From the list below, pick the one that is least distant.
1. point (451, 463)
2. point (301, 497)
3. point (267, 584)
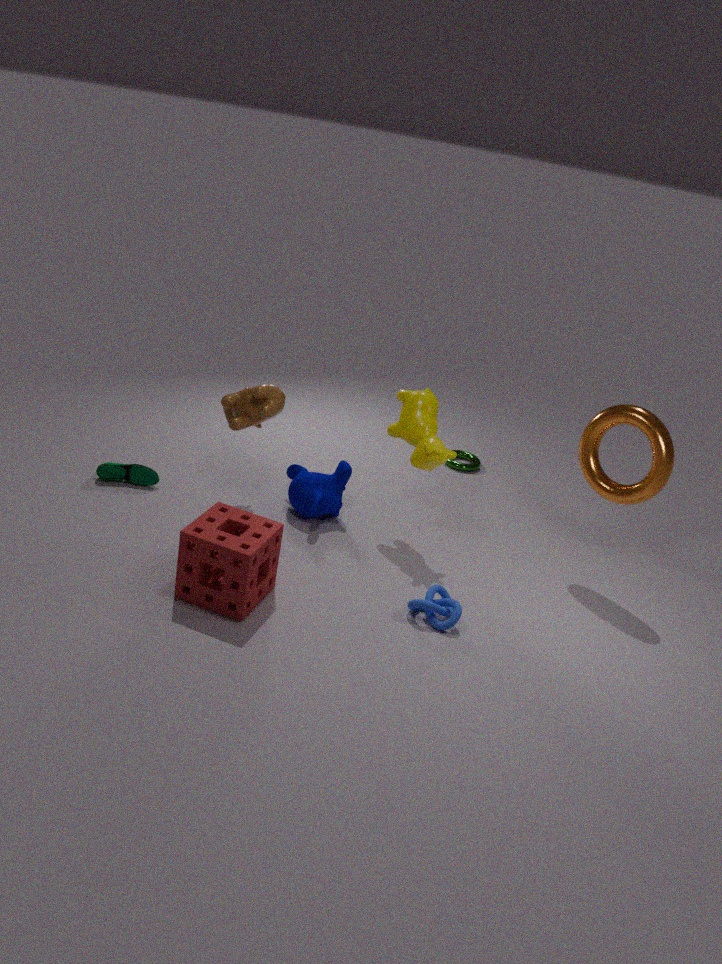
point (267, 584)
